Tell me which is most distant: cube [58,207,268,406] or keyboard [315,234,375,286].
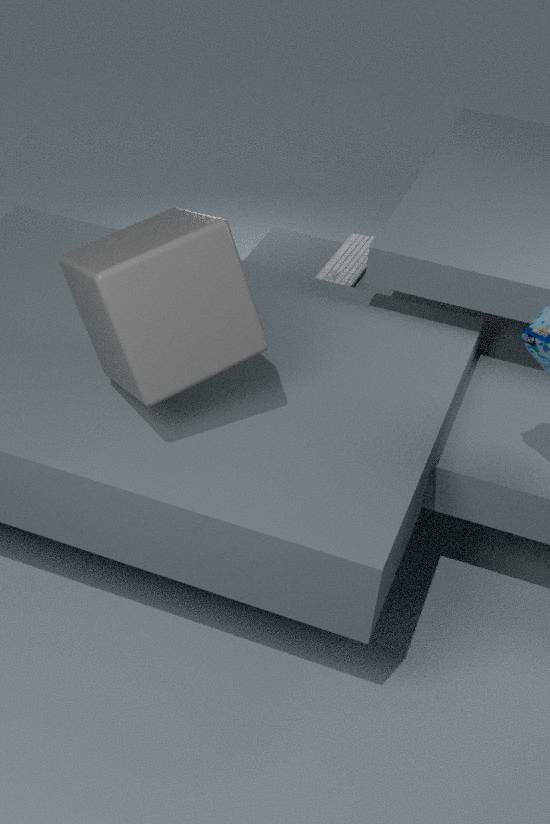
keyboard [315,234,375,286]
